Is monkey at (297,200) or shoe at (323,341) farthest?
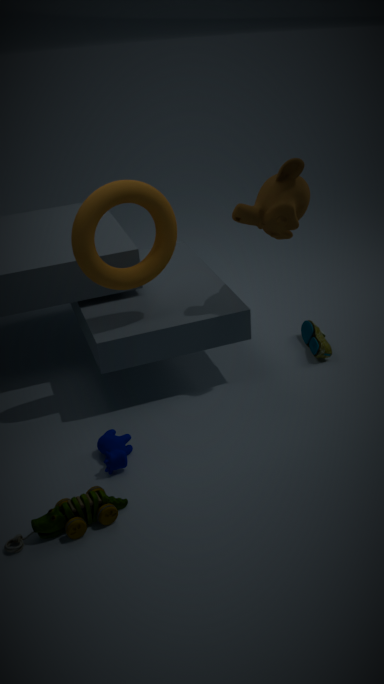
shoe at (323,341)
